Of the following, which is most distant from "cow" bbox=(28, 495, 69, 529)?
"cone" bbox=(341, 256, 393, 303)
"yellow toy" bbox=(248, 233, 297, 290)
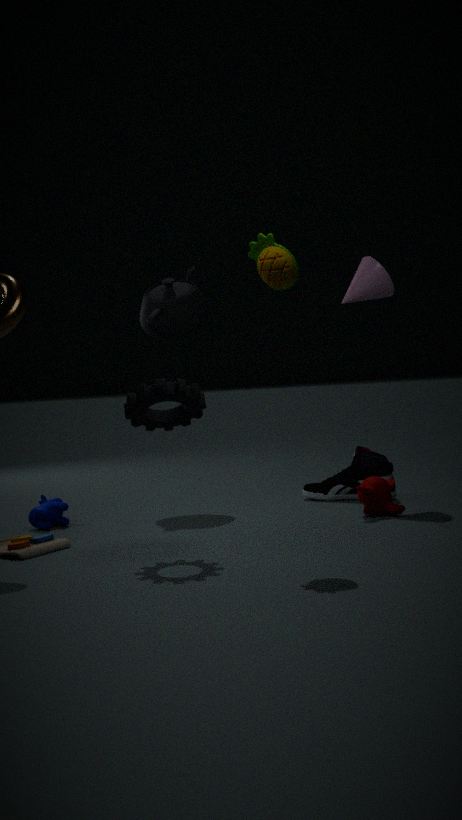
"cone" bbox=(341, 256, 393, 303)
